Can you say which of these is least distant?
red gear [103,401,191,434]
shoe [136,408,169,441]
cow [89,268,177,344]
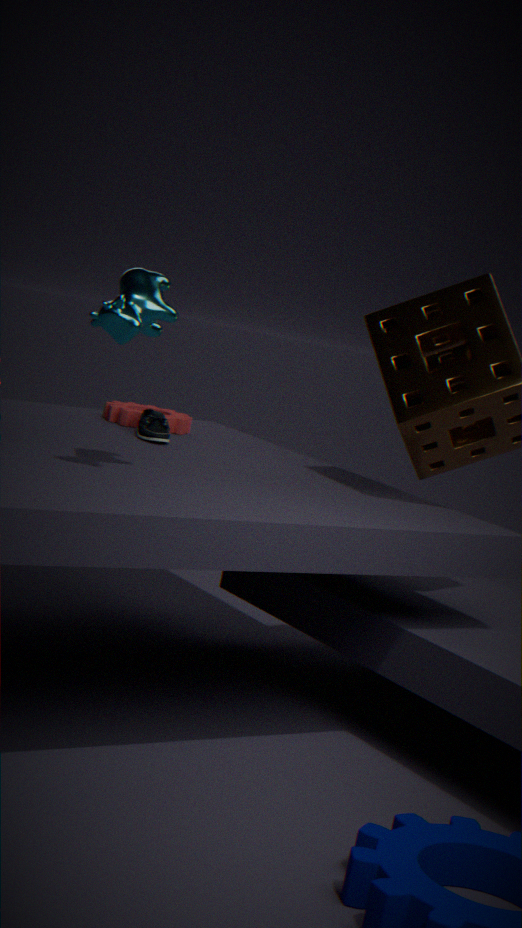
cow [89,268,177,344]
